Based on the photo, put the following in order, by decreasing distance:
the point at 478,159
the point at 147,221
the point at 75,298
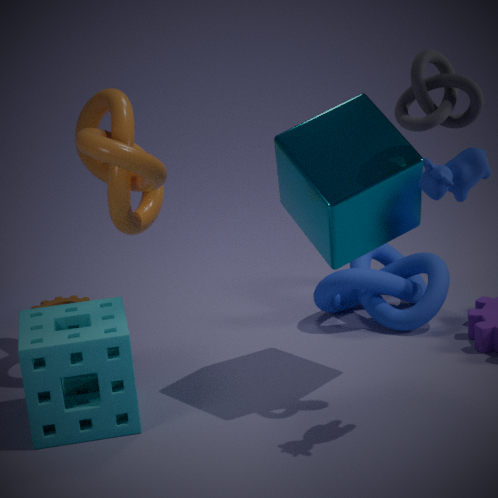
the point at 75,298
the point at 147,221
the point at 478,159
